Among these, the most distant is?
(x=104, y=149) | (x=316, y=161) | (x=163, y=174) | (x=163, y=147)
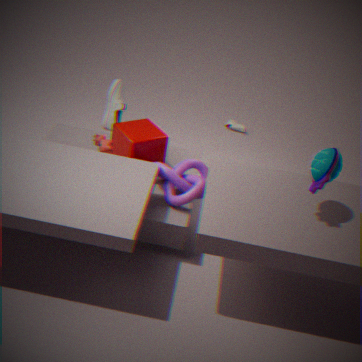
(x=104, y=149)
